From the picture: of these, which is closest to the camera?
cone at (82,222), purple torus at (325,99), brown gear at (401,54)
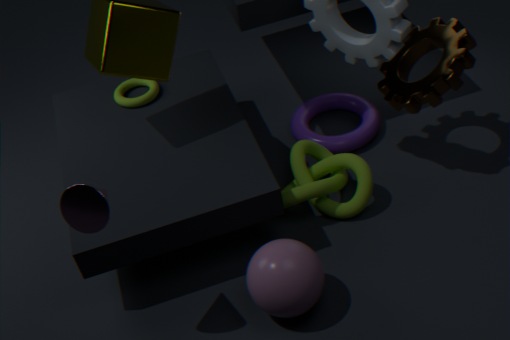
cone at (82,222)
